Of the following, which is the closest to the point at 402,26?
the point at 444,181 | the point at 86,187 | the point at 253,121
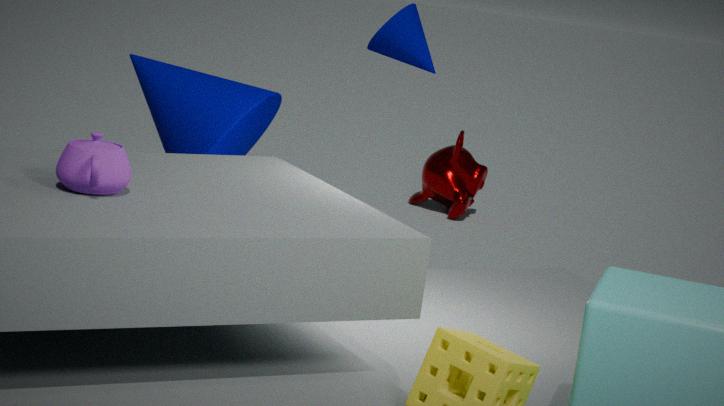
the point at 253,121
